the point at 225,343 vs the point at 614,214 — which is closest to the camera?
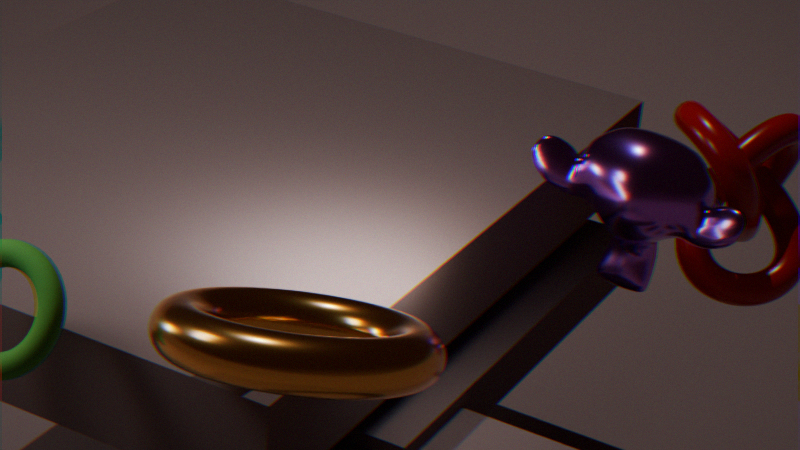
the point at 225,343
